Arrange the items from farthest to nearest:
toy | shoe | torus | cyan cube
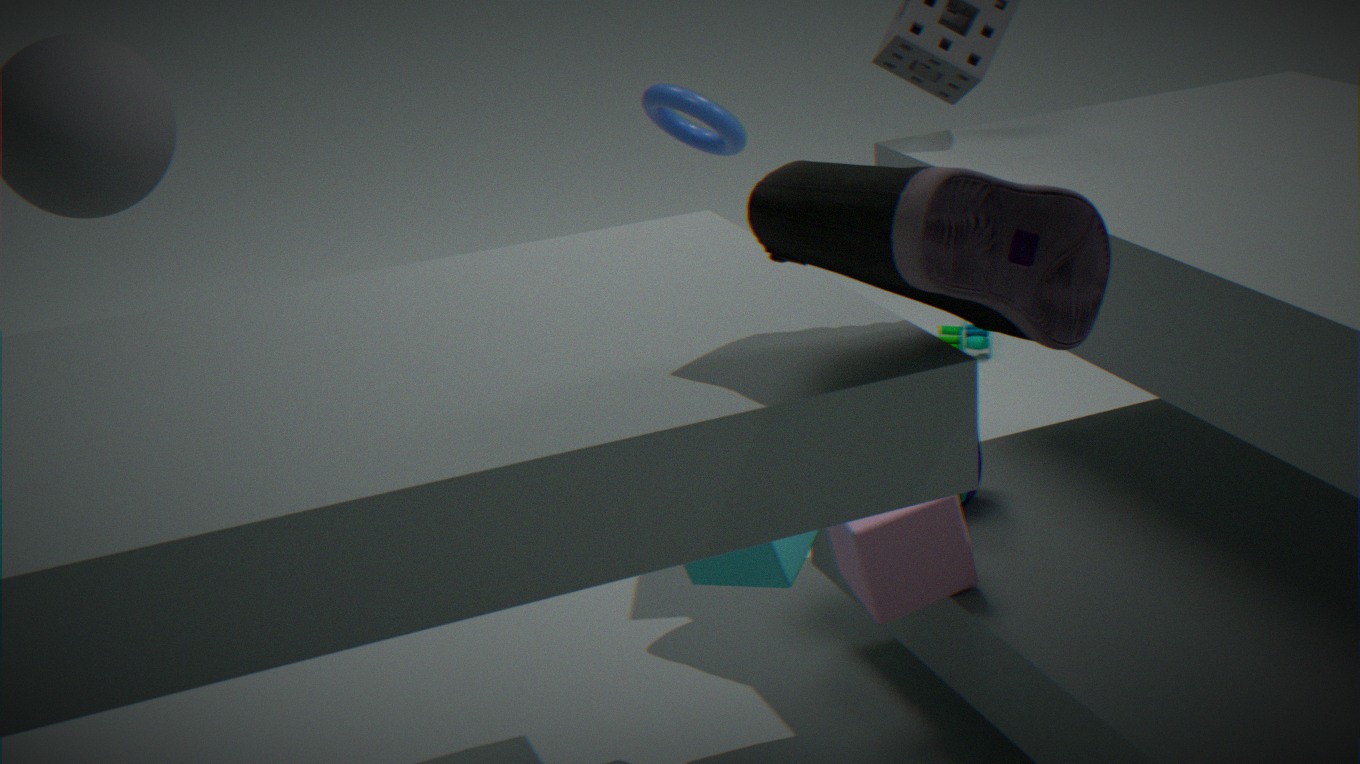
1. toy
2. torus
3. cyan cube
4. shoe
